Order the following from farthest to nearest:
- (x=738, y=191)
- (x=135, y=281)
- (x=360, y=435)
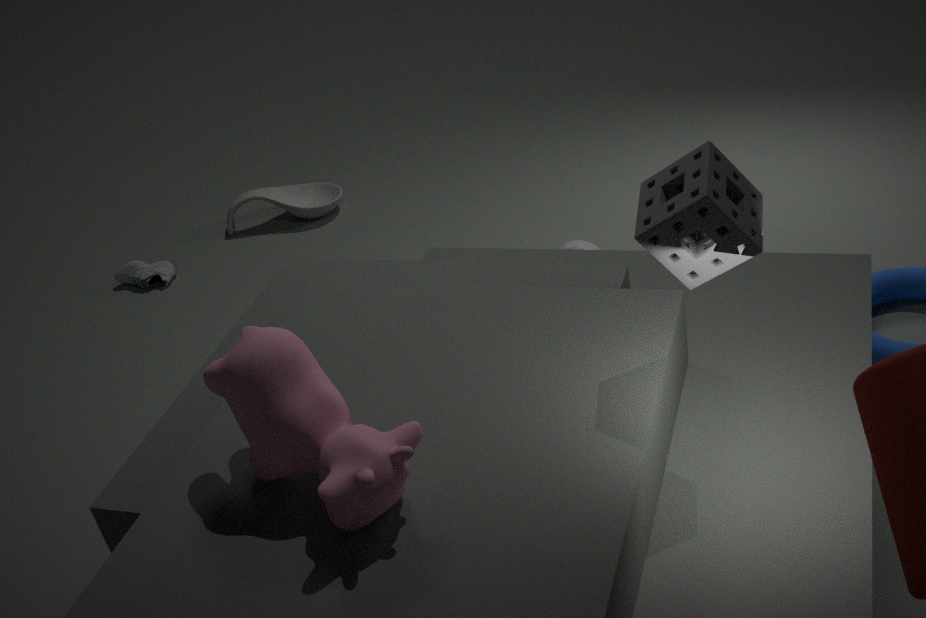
(x=135, y=281) → (x=738, y=191) → (x=360, y=435)
